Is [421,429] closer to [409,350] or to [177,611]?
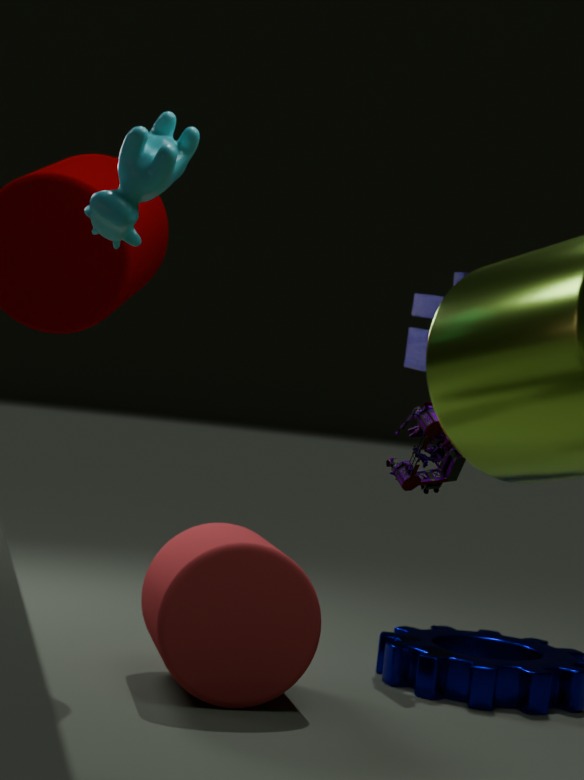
[177,611]
